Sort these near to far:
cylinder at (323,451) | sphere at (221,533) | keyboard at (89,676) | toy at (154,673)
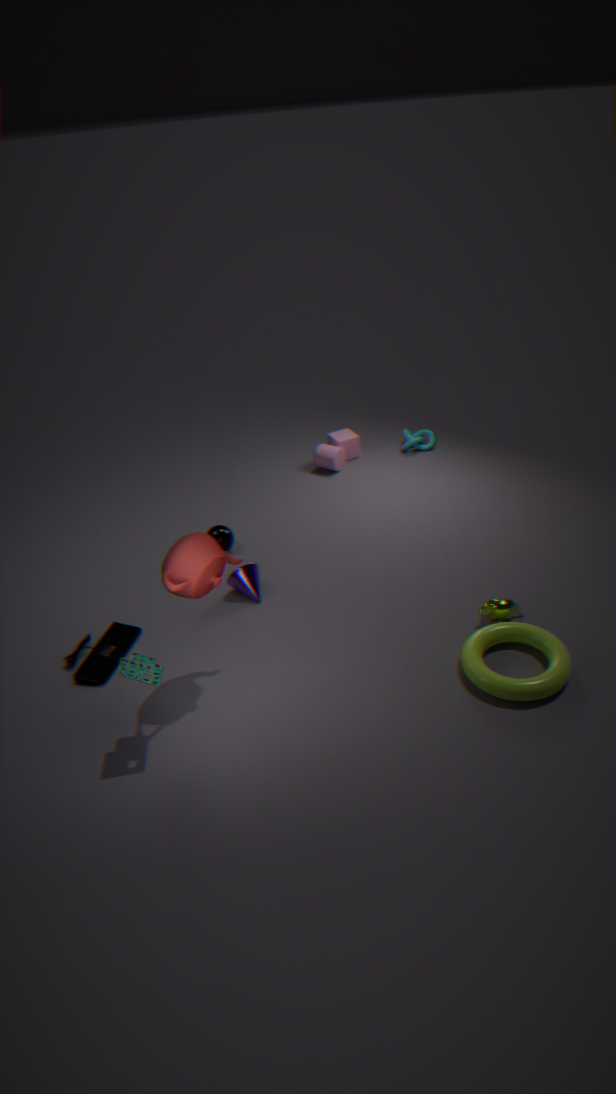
toy at (154,673) < keyboard at (89,676) < sphere at (221,533) < cylinder at (323,451)
